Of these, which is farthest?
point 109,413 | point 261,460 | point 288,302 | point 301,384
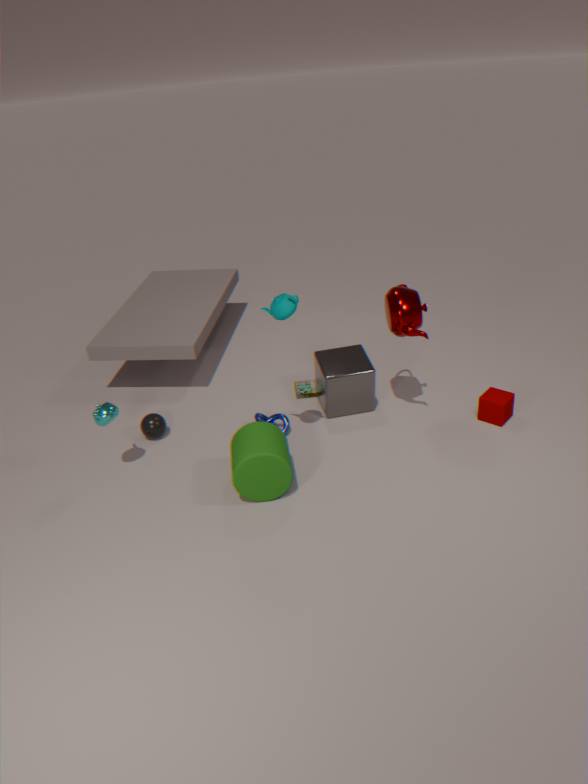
point 301,384
